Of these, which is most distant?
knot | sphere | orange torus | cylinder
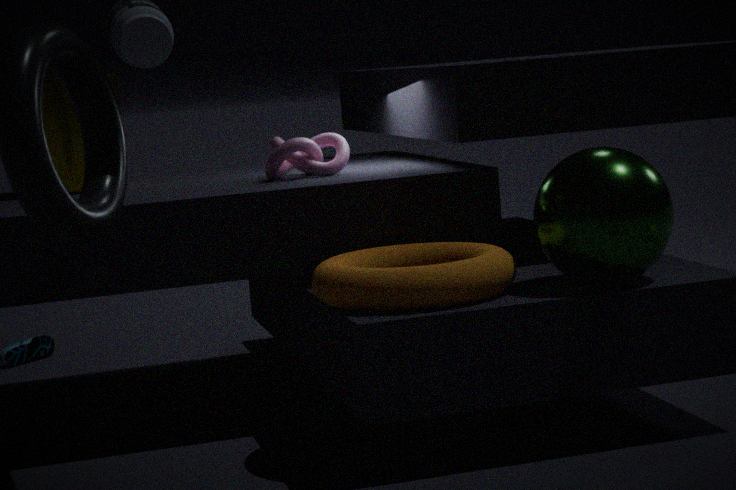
cylinder
